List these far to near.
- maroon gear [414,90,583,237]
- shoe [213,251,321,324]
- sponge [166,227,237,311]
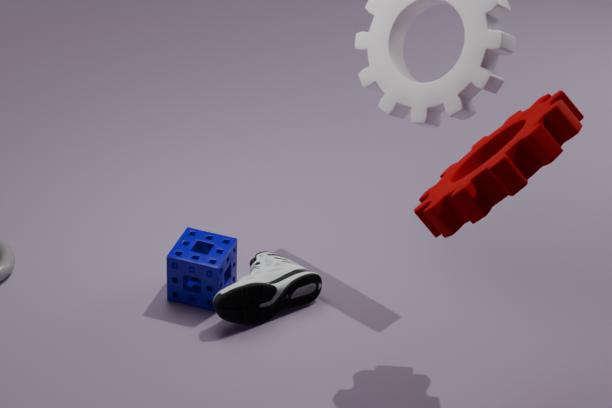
1. sponge [166,227,237,311]
2. shoe [213,251,321,324]
3. maroon gear [414,90,583,237]
